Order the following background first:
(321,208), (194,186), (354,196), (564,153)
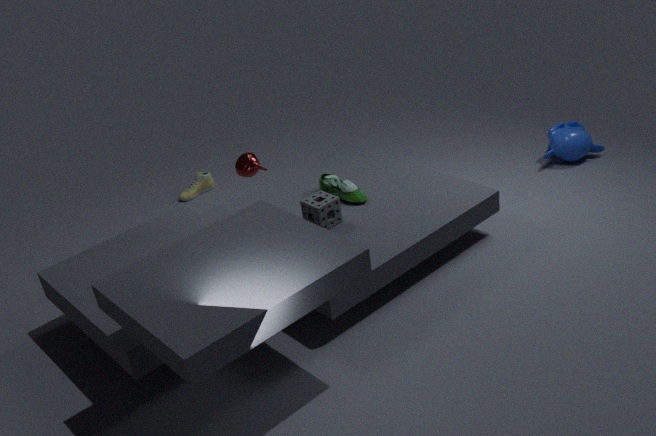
(194,186)
(564,153)
(354,196)
(321,208)
